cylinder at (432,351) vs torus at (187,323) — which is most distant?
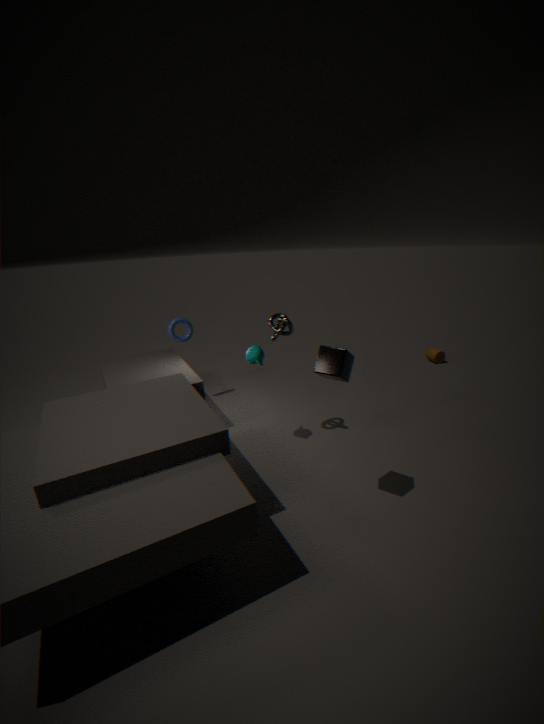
cylinder at (432,351)
